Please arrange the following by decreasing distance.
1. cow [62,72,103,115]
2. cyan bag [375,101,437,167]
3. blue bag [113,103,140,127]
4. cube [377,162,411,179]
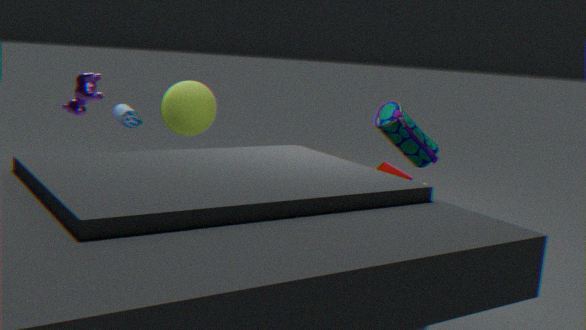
blue bag [113,103,140,127], cow [62,72,103,115], cyan bag [375,101,437,167], cube [377,162,411,179]
